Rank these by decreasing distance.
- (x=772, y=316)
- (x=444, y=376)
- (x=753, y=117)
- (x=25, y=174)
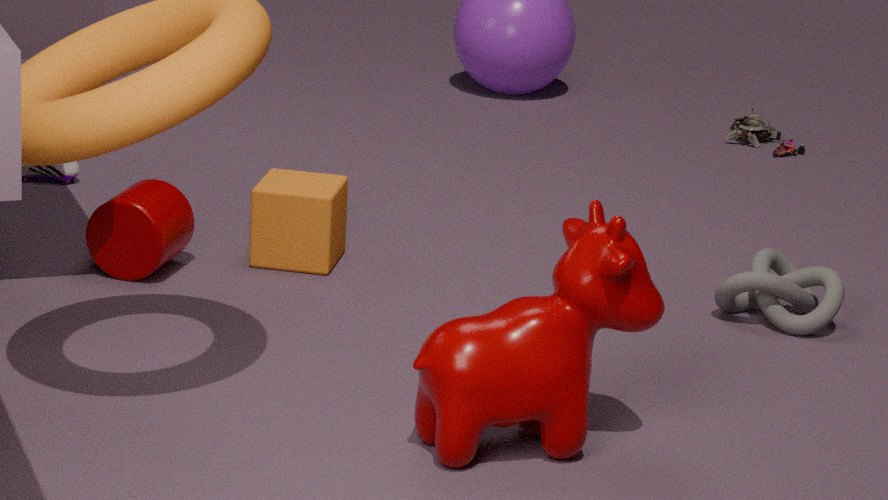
(x=753, y=117) → (x=25, y=174) → (x=772, y=316) → (x=444, y=376)
